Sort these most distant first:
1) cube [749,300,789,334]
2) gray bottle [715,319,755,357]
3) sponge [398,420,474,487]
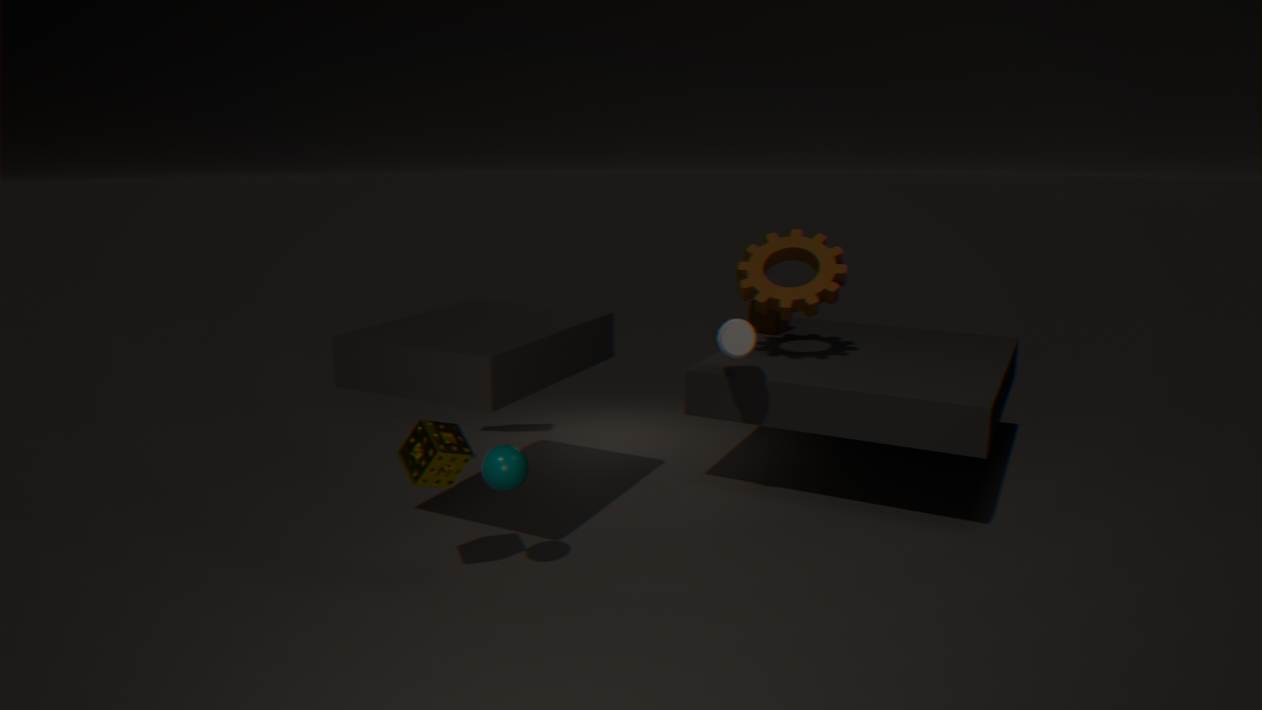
1. cube [749,300,789,334]
2. gray bottle [715,319,755,357]
3. sponge [398,420,474,487]
